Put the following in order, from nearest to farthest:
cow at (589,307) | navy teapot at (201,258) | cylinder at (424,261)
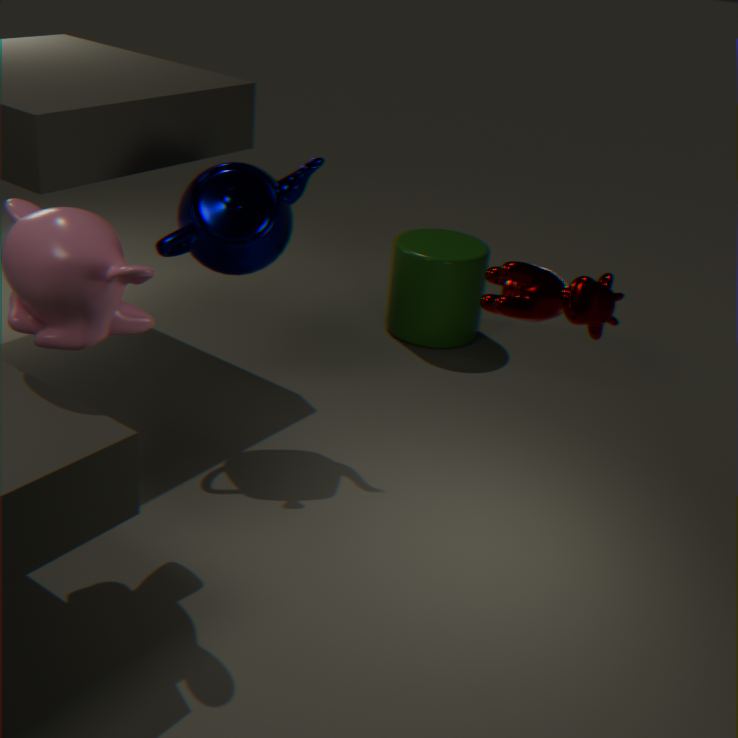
1. cow at (589,307)
2. navy teapot at (201,258)
3. cylinder at (424,261)
